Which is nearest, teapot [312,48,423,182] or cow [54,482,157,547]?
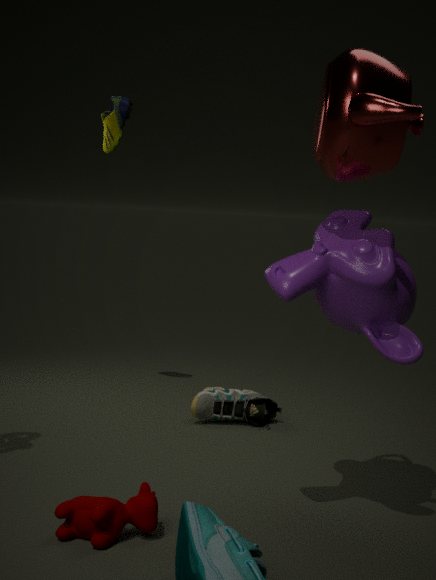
teapot [312,48,423,182]
